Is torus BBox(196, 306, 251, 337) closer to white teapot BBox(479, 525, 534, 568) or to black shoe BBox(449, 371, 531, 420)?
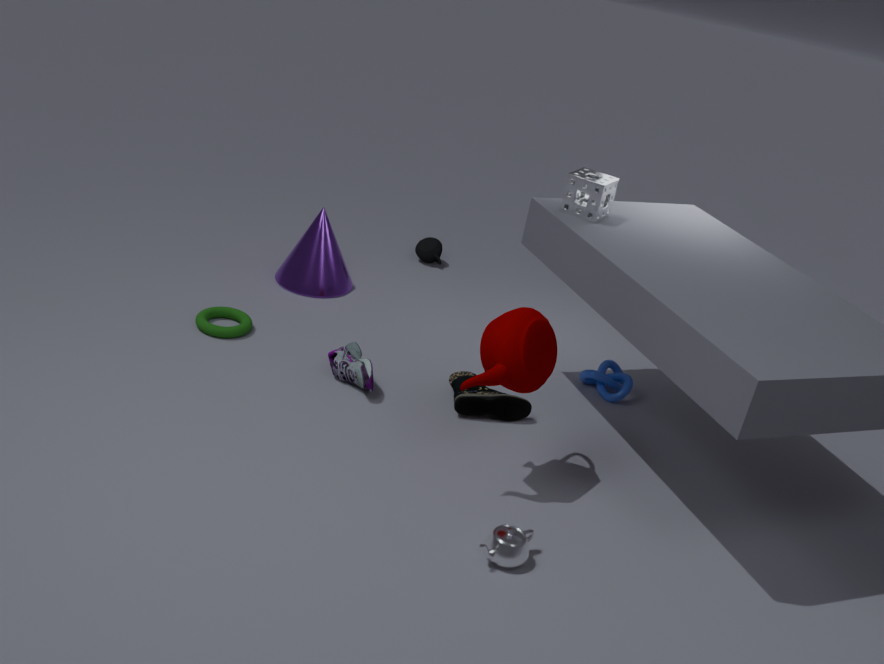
black shoe BBox(449, 371, 531, 420)
